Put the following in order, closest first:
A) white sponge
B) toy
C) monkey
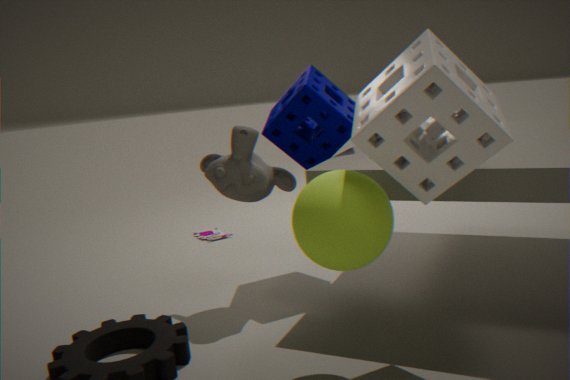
A. white sponge
C. monkey
B. toy
